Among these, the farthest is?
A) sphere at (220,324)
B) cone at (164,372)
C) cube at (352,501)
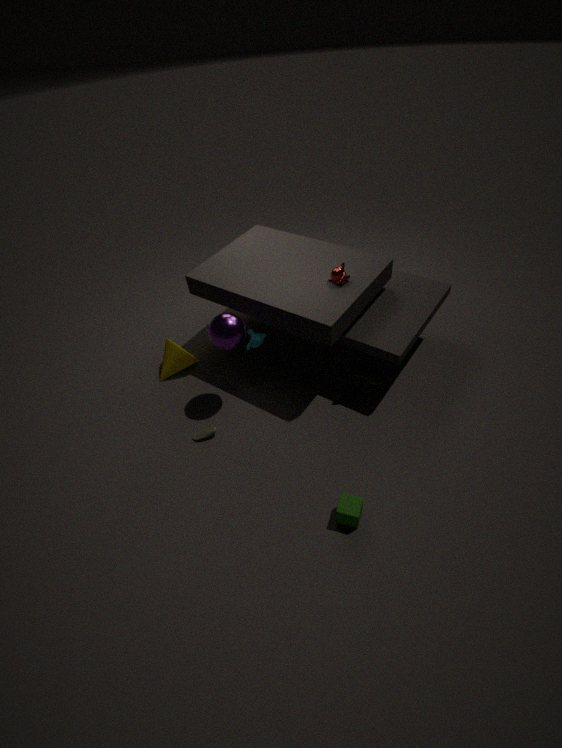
cone at (164,372)
